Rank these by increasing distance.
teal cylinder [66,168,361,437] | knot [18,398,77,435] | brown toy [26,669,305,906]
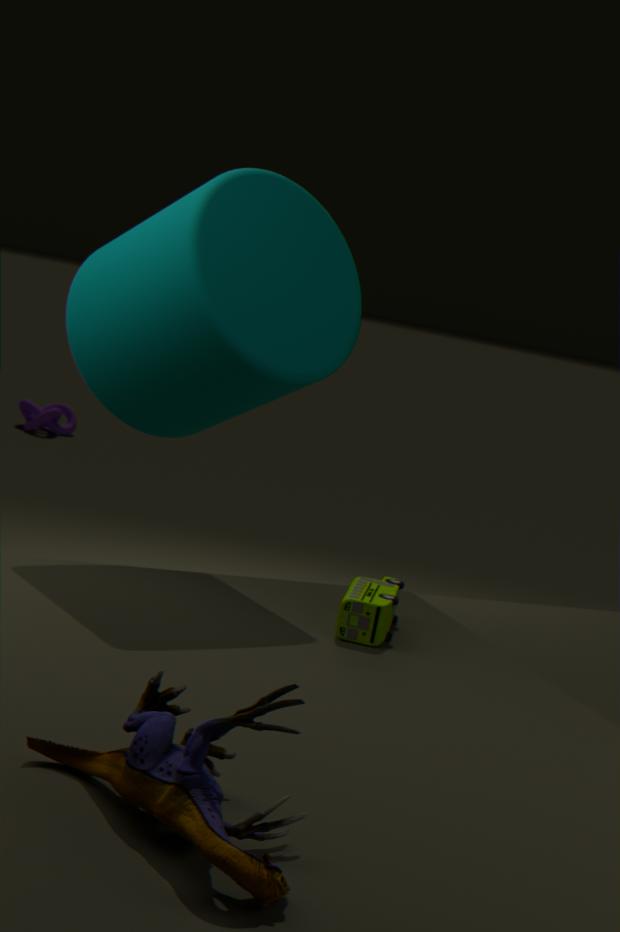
brown toy [26,669,305,906] → teal cylinder [66,168,361,437] → knot [18,398,77,435]
